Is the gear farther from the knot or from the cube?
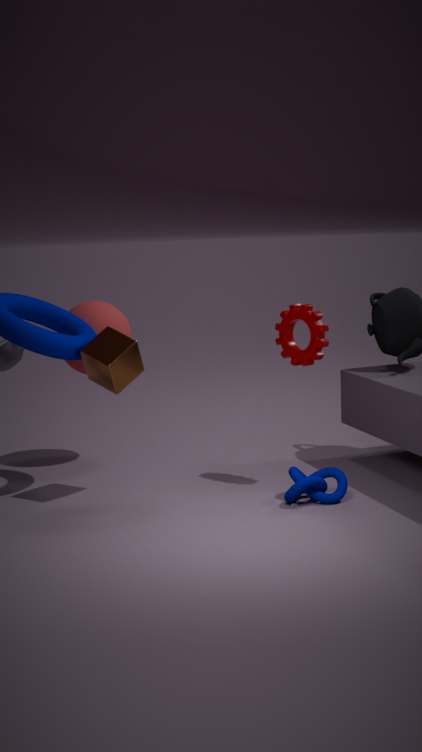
the cube
